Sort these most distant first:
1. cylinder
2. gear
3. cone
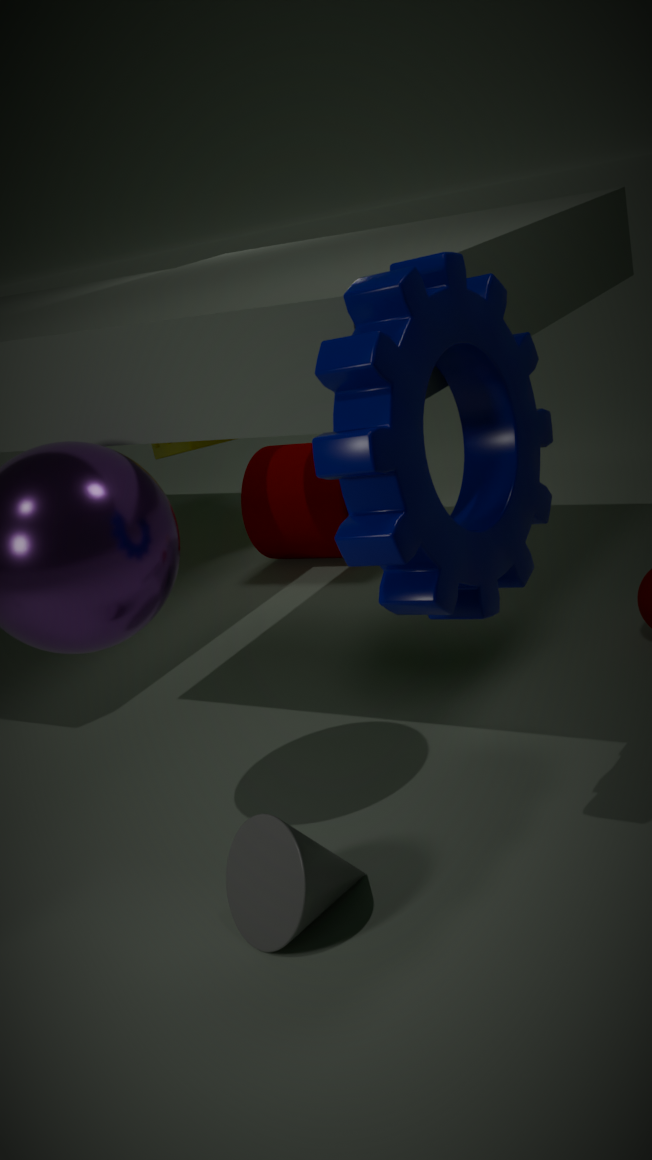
cylinder, cone, gear
